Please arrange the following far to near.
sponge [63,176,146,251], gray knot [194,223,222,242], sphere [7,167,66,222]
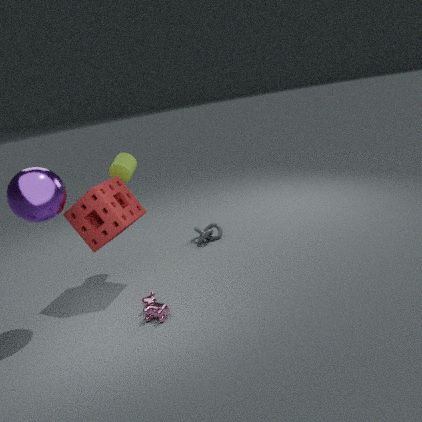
gray knot [194,223,222,242] < sponge [63,176,146,251] < sphere [7,167,66,222]
